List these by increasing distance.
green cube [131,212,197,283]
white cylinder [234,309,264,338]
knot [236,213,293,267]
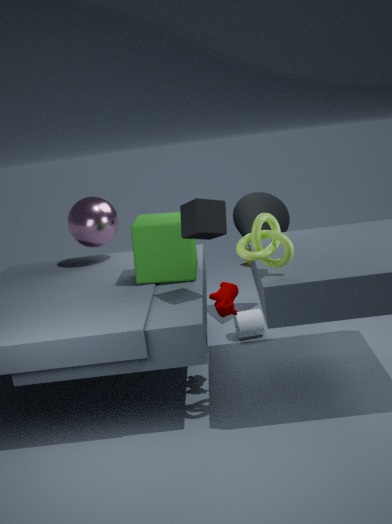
knot [236,213,293,267] < green cube [131,212,197,283] < white cylinder [234,309,264,338]
